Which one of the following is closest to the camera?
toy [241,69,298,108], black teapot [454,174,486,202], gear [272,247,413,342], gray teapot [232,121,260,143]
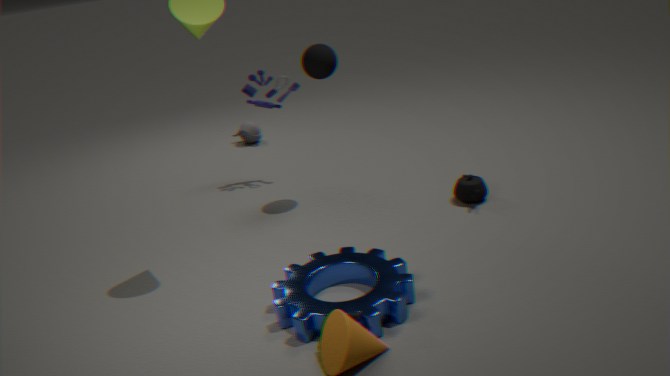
gear [272,247,413,342]
